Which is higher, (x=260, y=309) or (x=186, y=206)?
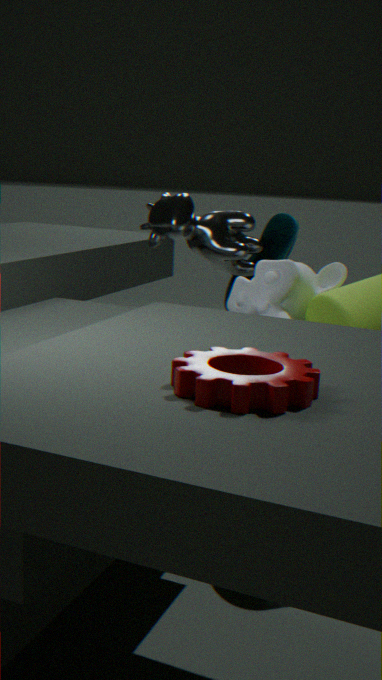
(x=186, y=206)
